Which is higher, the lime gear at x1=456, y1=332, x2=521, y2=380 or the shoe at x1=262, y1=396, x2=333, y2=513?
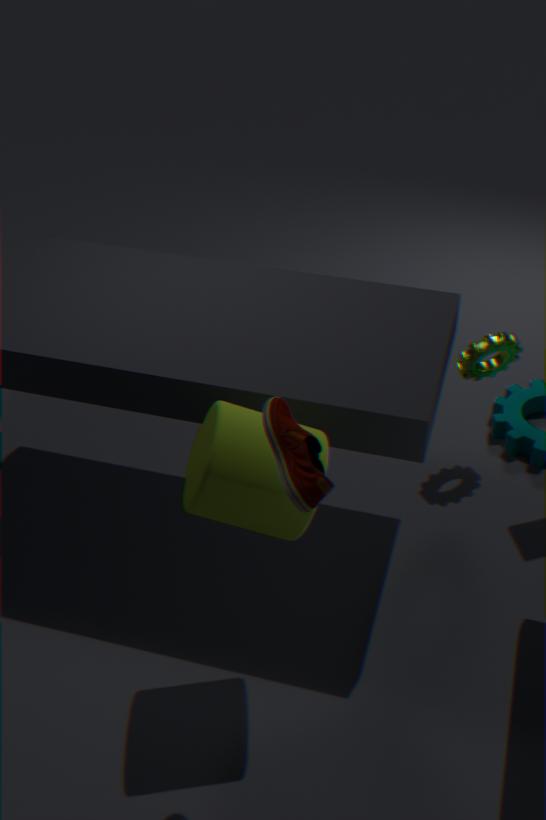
the shoe at x1=262, y1=396, x2=333, y2=513
